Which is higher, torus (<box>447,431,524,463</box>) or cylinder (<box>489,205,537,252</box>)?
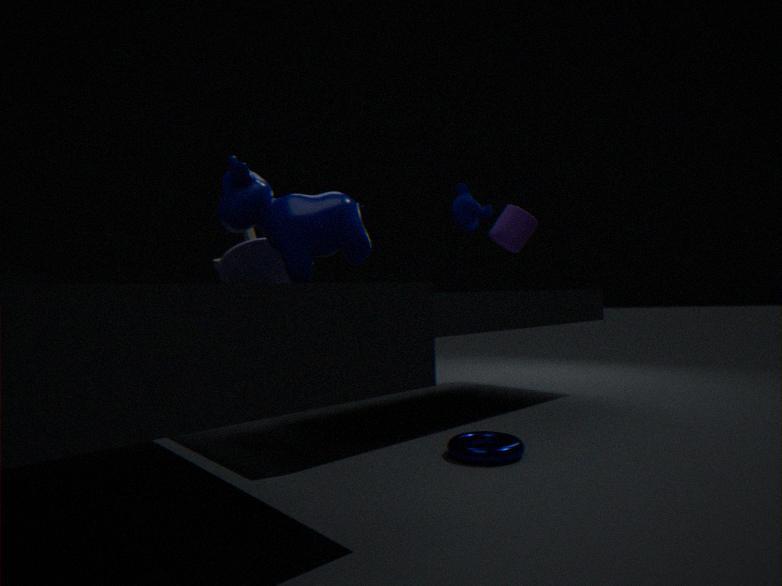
cylinder (<box>489,205,537,252</box>)
